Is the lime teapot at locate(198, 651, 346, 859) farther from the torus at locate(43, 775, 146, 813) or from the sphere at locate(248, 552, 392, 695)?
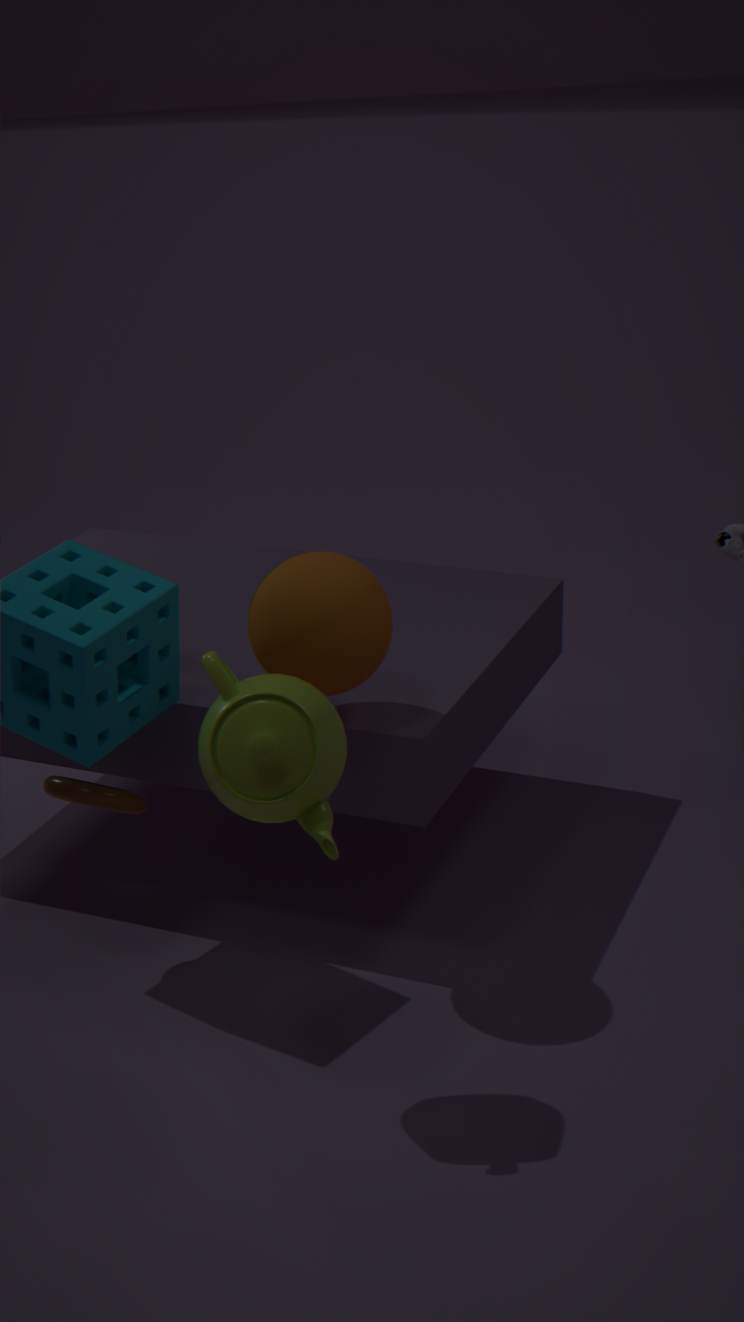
the torus at locate(43, 775, 146, 813)
